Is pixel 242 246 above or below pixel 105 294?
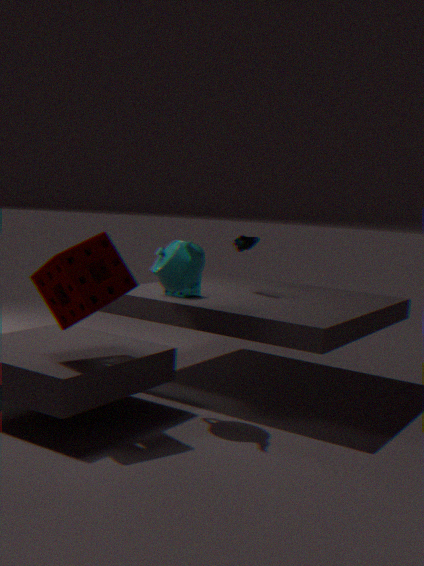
above
